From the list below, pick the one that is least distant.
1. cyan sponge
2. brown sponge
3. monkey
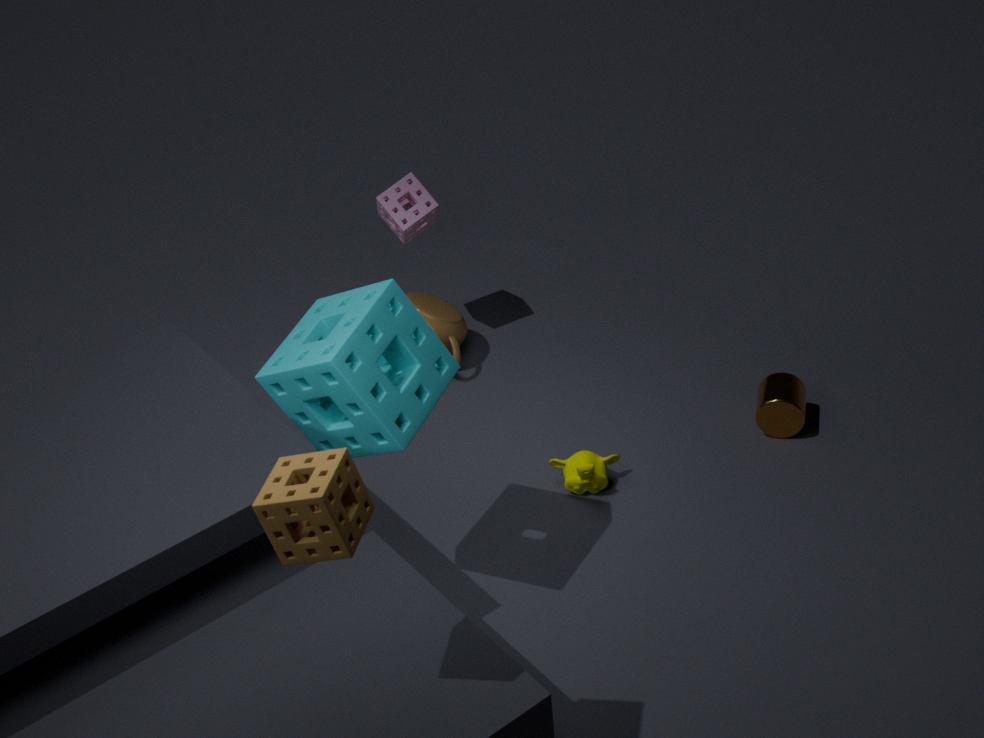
brown sponge
